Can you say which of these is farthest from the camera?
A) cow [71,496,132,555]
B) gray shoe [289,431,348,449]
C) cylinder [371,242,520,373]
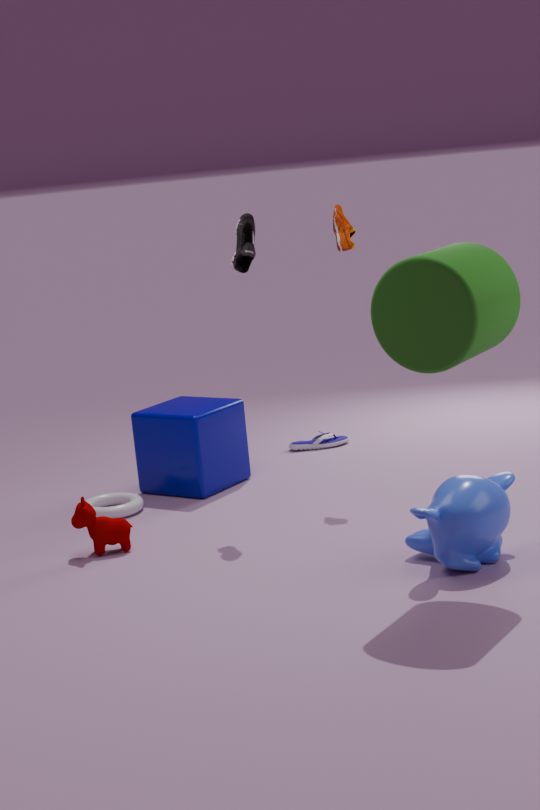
B. gray shoe [289,431,348,449]
